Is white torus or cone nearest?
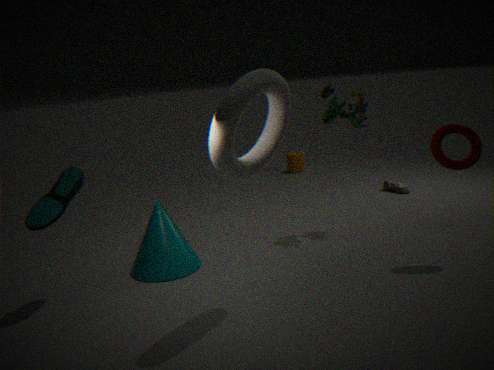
white torus
